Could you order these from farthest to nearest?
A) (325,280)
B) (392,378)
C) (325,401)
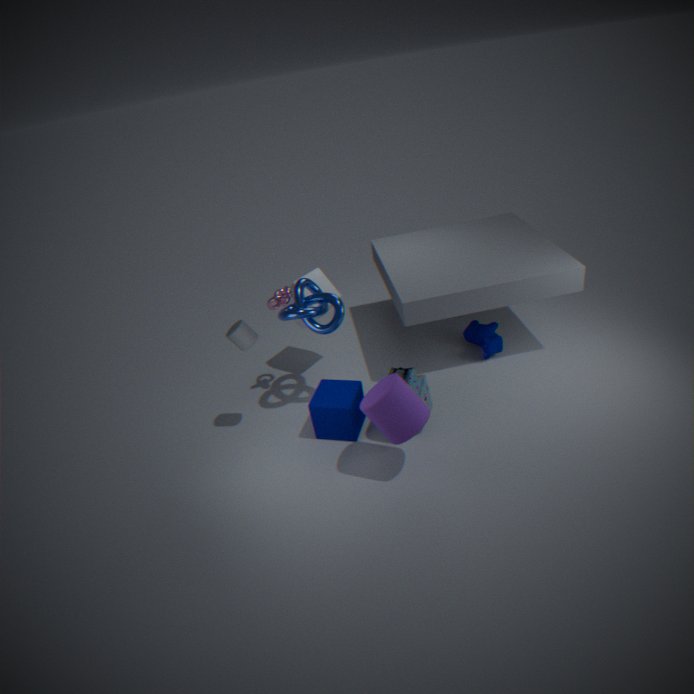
(325,280)
(325,401)
(392,378)
